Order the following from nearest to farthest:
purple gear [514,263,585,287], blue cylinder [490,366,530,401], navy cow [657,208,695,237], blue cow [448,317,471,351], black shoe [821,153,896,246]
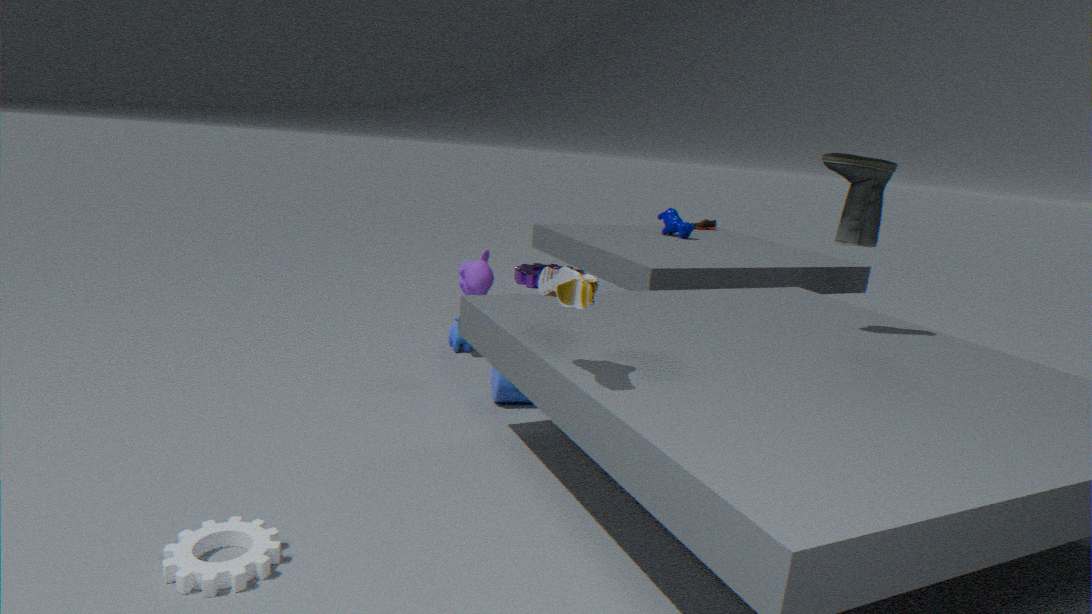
black shoe [821,153,896,246]
blue cylinder [490,366,530,401]
blue cow [448,317,471,351]
navy cow [657,208,695,237]
purple gear [514,263,585,287]
